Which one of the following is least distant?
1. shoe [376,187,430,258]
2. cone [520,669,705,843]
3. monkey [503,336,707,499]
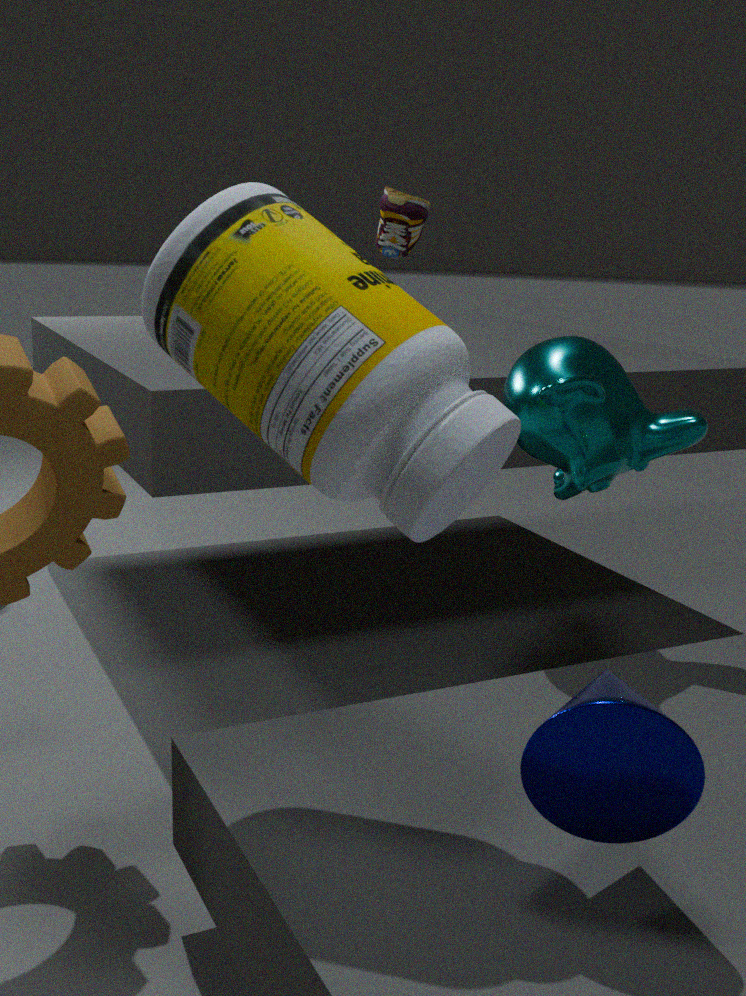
cone [520,669,705,843]
